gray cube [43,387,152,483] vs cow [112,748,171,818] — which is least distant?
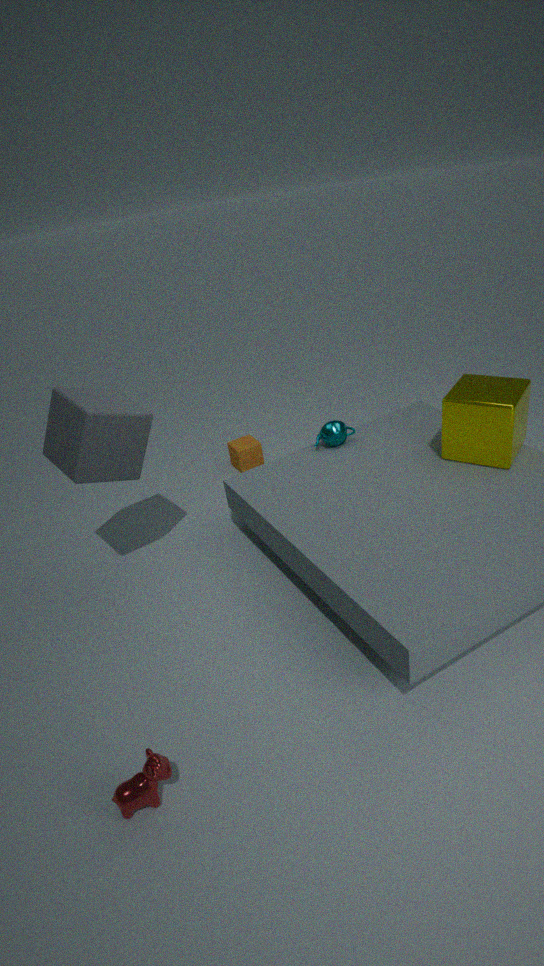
cow [112,748,171,818]
